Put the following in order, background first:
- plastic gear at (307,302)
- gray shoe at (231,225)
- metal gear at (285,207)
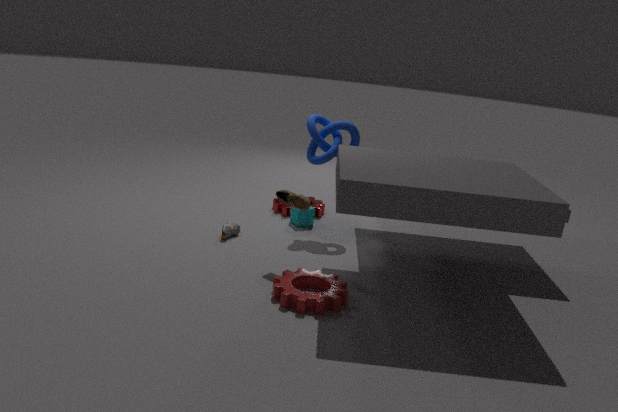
1. metal gear at (285,207)
2. gray shoe at (231,225)
3. plastic gear at (307,302)
